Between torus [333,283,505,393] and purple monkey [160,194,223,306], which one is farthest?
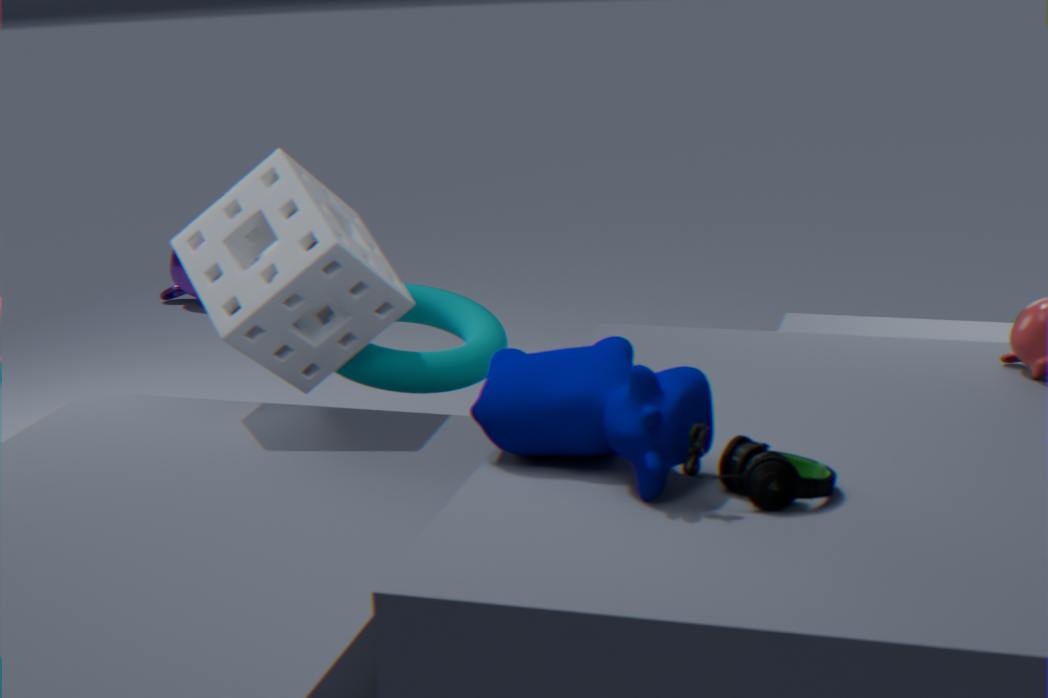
purple monkey [160,194,223,306]
